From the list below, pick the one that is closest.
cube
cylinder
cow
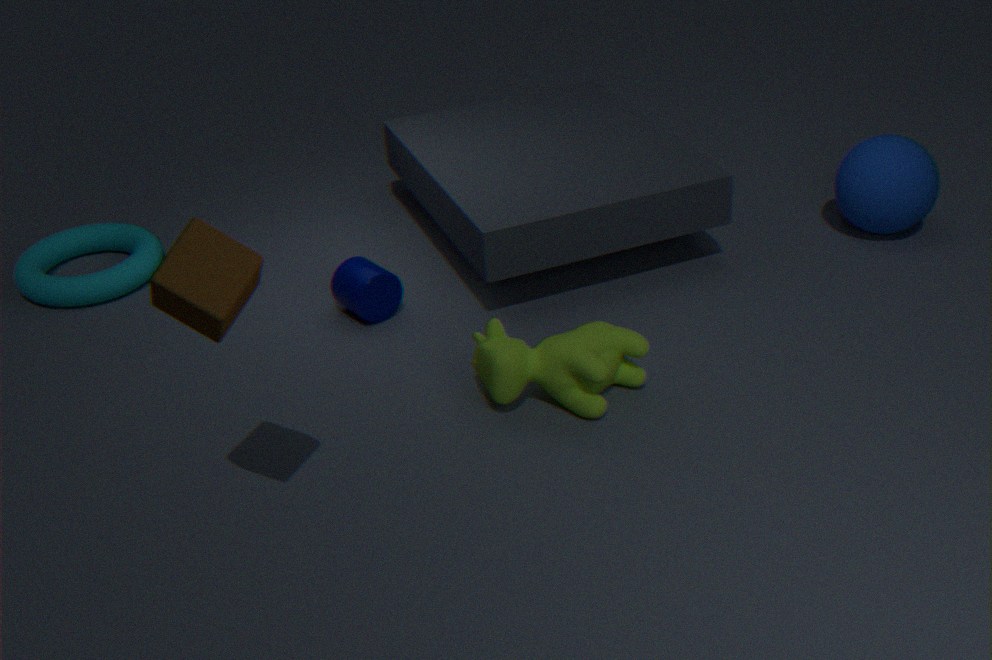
cube
